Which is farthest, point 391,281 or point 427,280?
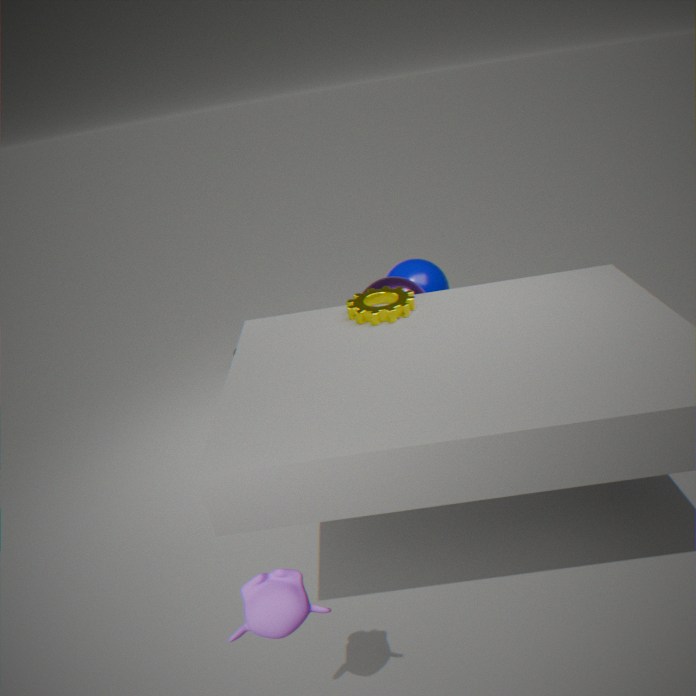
point 427,280
